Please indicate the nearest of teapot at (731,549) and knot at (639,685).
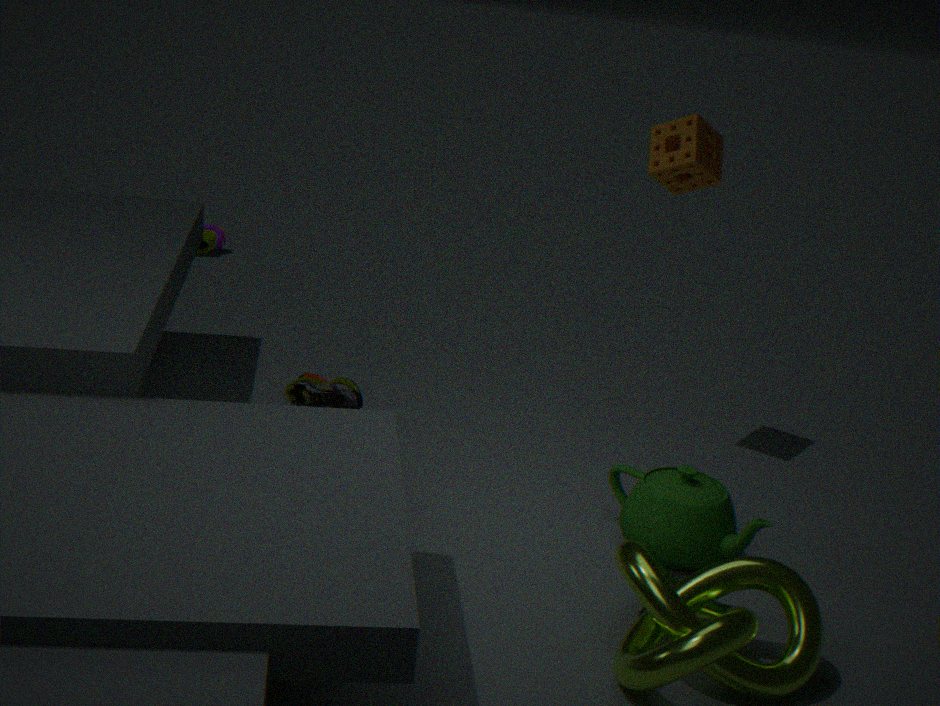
knot at (639,685)
